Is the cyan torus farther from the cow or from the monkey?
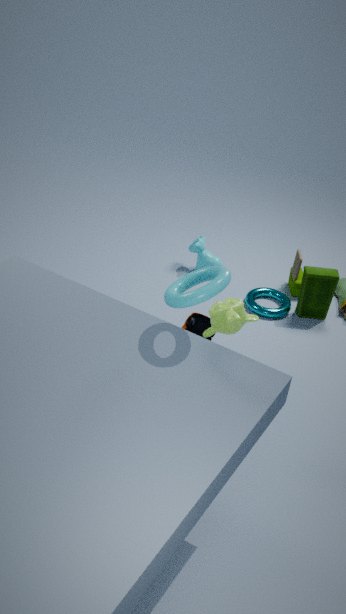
the cow
